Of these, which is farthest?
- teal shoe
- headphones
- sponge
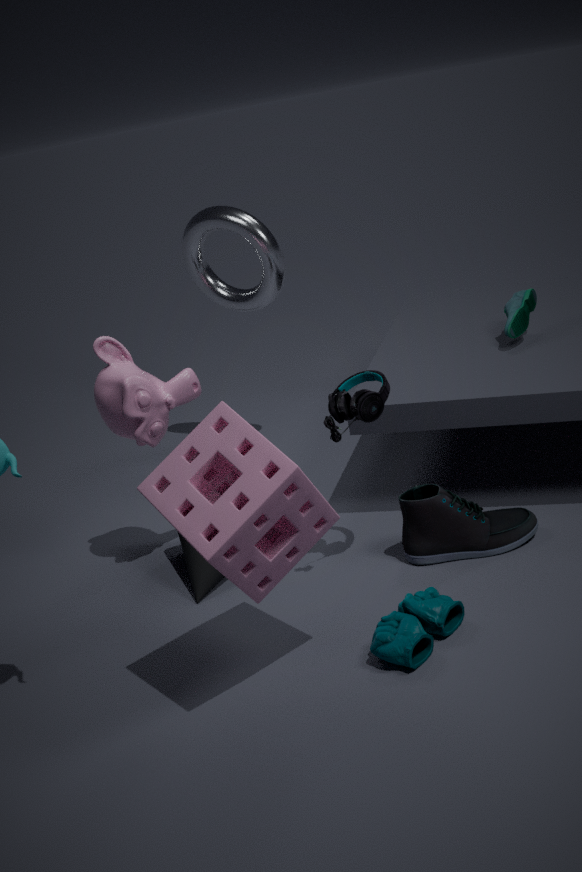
teal shoe
